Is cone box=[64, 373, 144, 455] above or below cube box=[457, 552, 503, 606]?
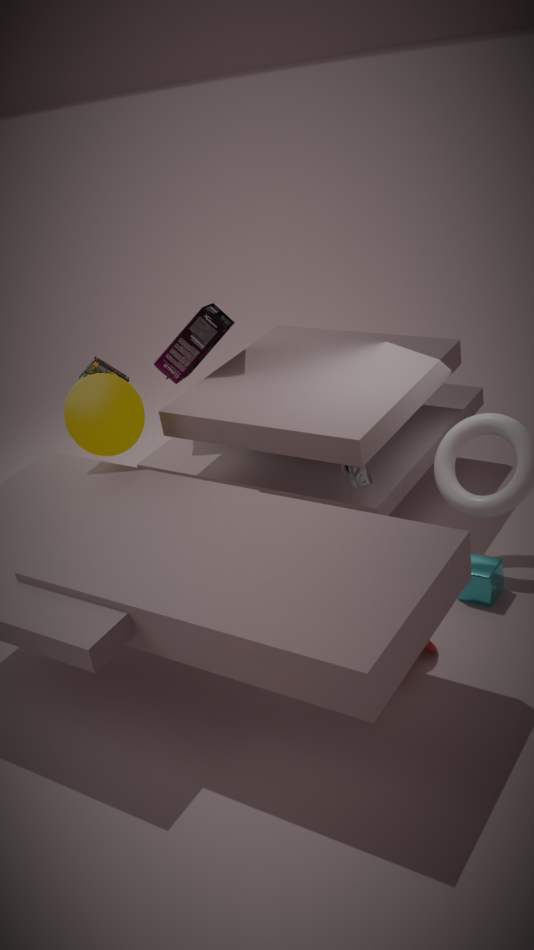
above
